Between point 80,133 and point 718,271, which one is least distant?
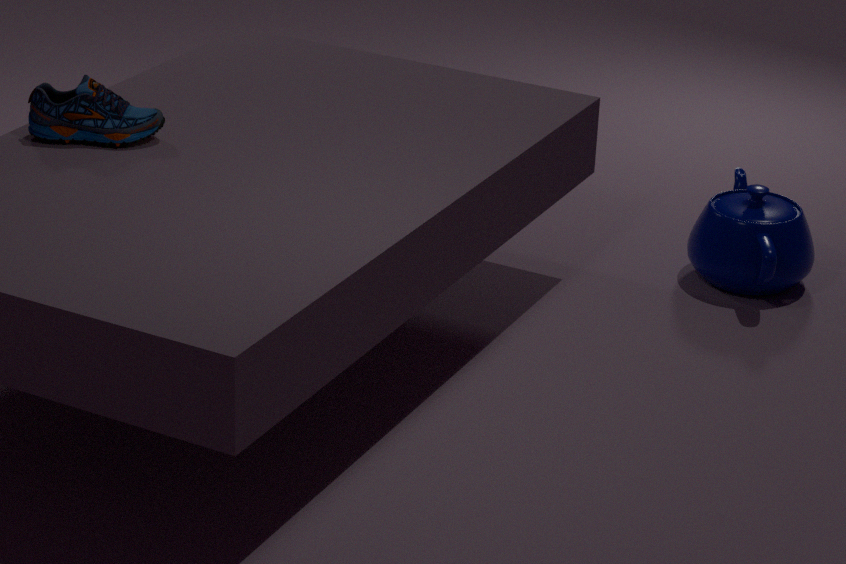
point 80,133
